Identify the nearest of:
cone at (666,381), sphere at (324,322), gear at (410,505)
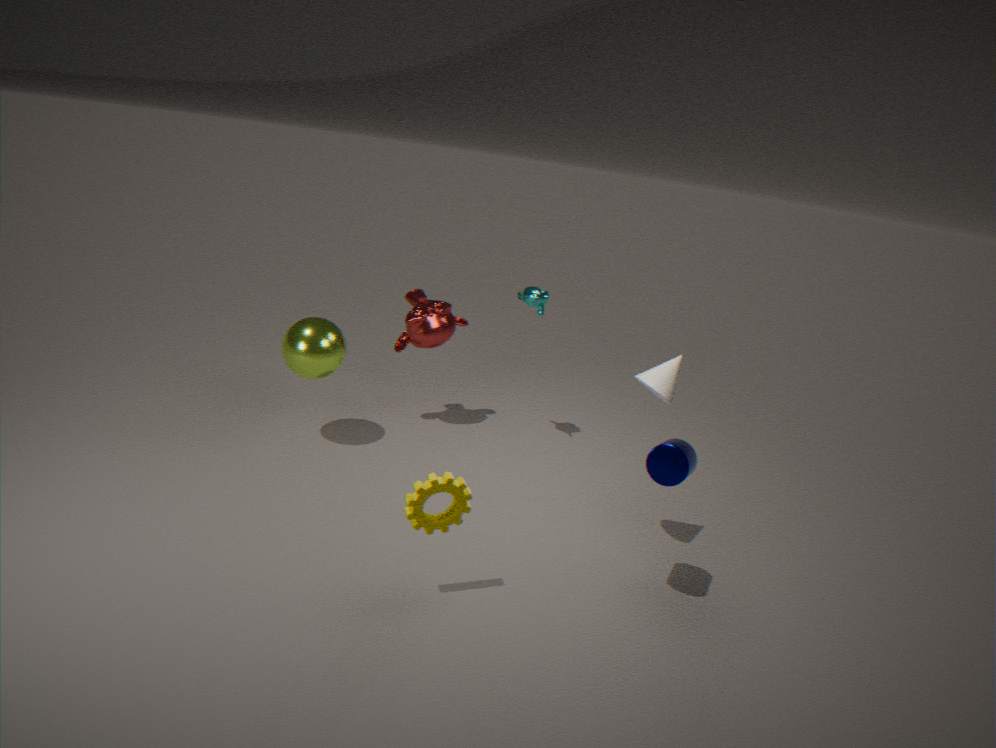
gear at (410,505)
